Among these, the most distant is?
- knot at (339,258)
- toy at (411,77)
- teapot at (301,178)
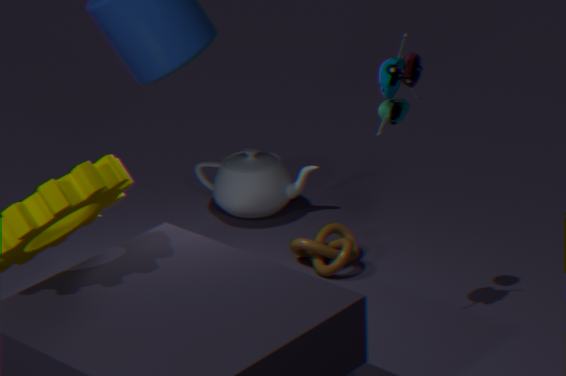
teapot at (301,178)
